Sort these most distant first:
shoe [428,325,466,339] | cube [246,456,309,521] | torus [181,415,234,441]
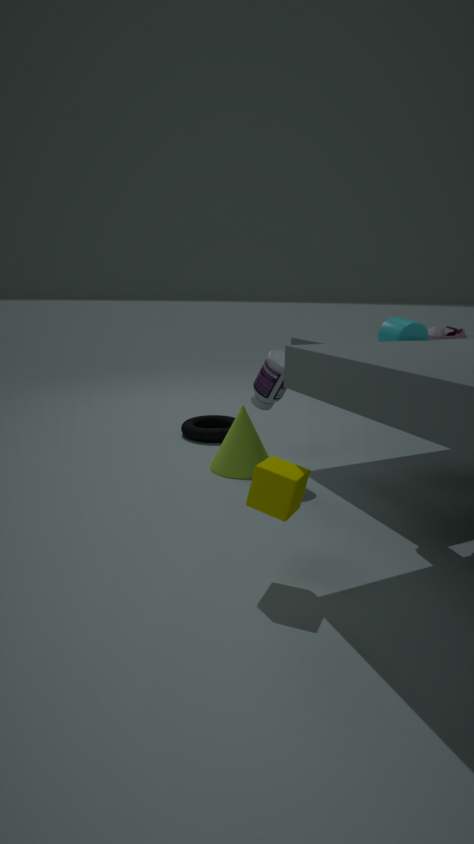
torus [181,415,234,441]
shoe [428,325,466,339]
cube [246,456,309,521]
